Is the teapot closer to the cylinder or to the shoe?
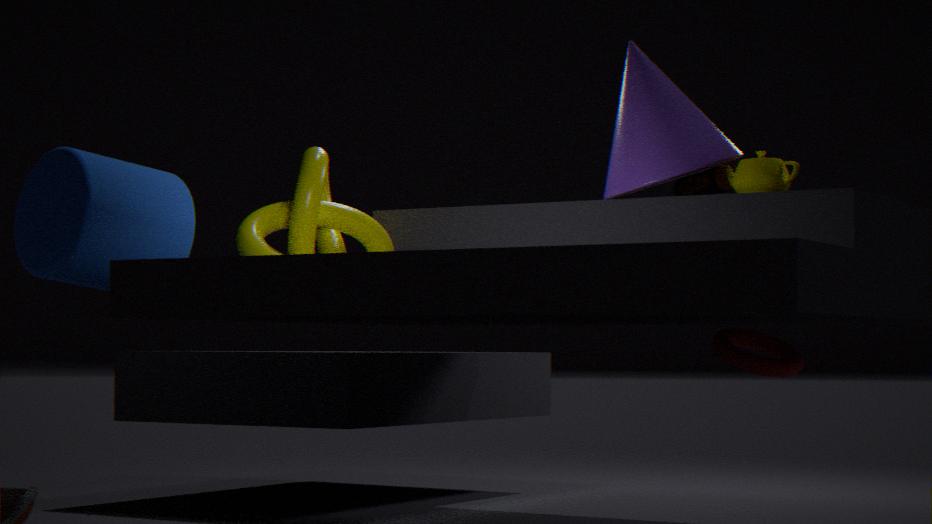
the shoe
